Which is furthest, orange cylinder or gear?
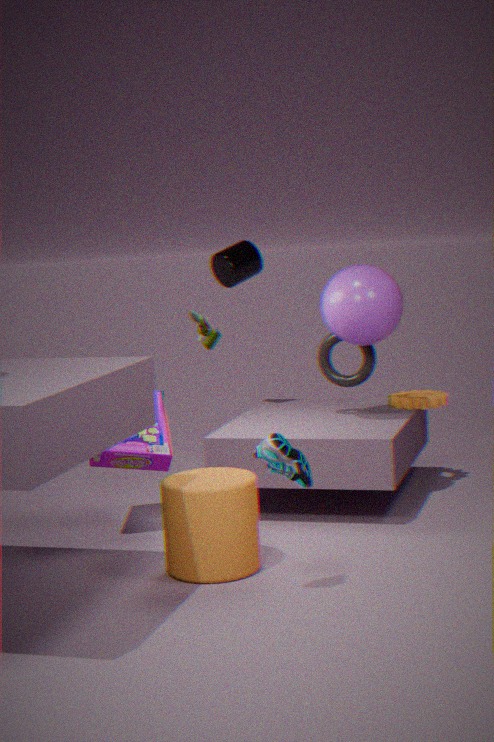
gear
